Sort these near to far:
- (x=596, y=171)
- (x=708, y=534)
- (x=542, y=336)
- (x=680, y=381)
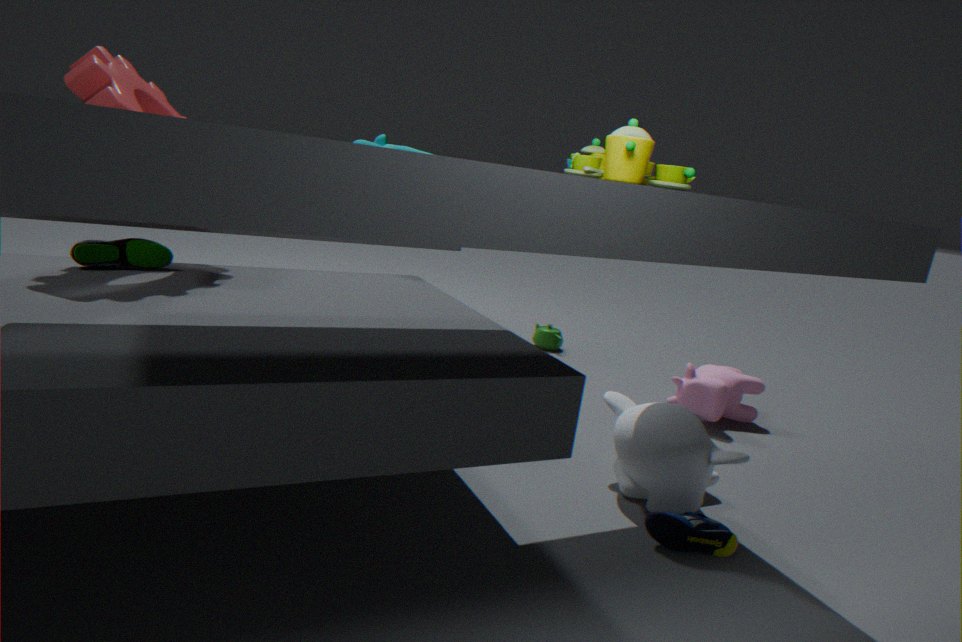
(x=596, y=171), (x=708, y=534), (x=680, y=381), (x=542, y=336)
